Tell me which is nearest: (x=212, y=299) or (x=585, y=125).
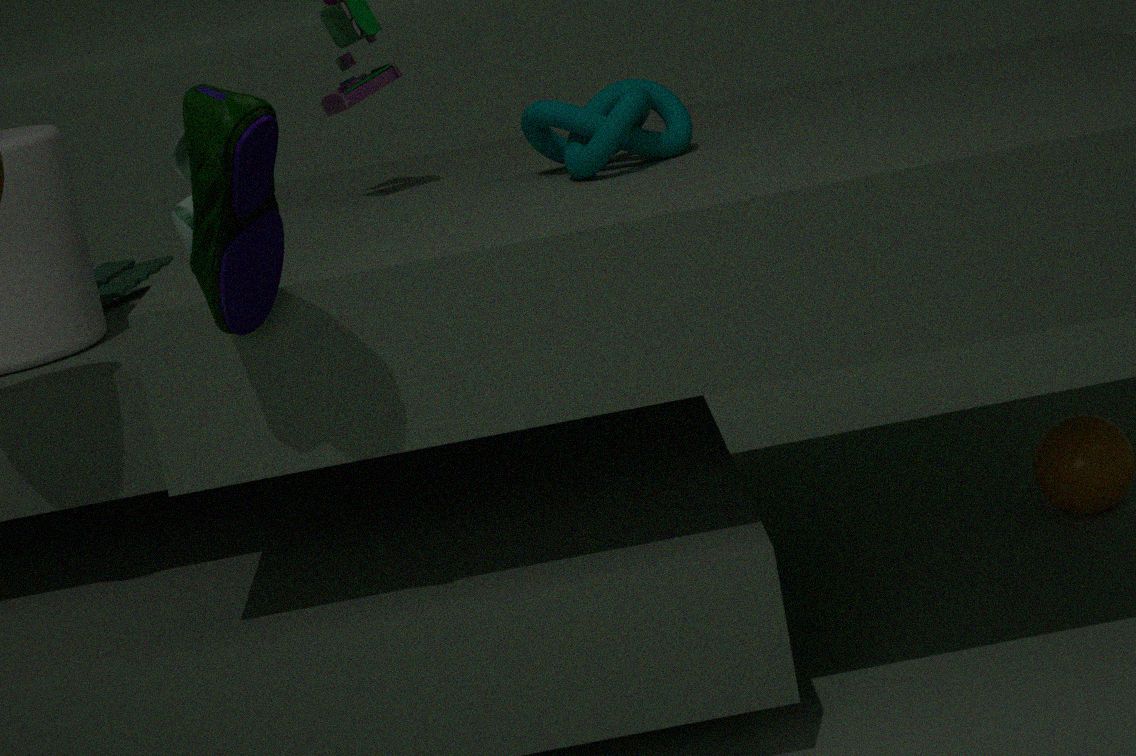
(x=212, y=299)
